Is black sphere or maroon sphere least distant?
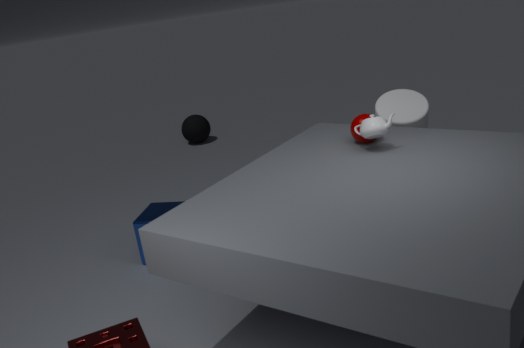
maroon sphere
